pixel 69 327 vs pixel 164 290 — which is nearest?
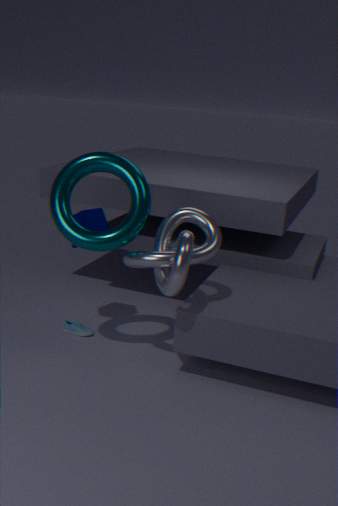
pixel 164 290
